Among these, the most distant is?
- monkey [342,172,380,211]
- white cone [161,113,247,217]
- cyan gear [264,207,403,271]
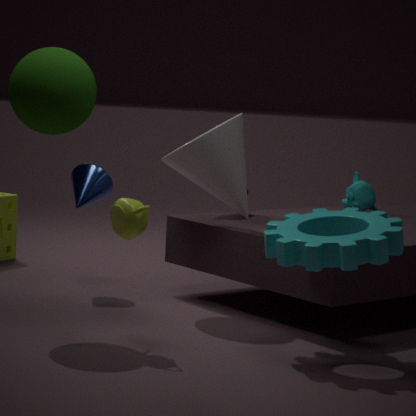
monkey [342,172,380,211]
